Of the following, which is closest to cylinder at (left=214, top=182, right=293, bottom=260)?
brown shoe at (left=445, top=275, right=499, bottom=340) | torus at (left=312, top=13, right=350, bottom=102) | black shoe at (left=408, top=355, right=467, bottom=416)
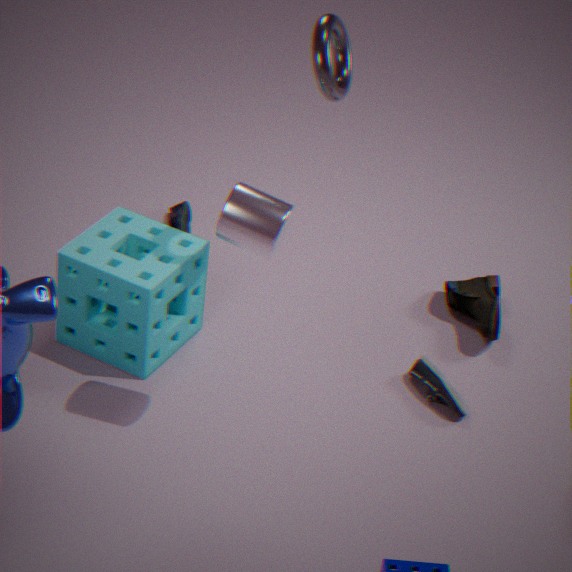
torus at (left=312, top=13, right=350, bottom=102)
